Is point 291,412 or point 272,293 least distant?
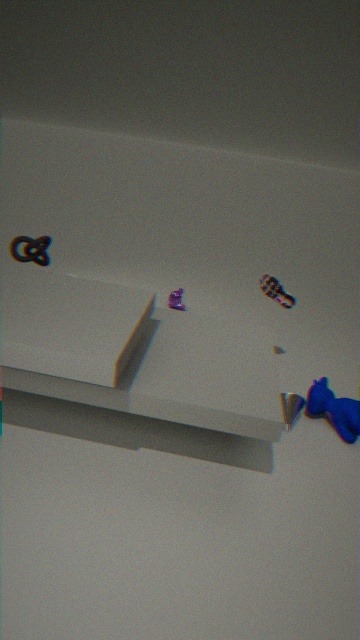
point 291,412
